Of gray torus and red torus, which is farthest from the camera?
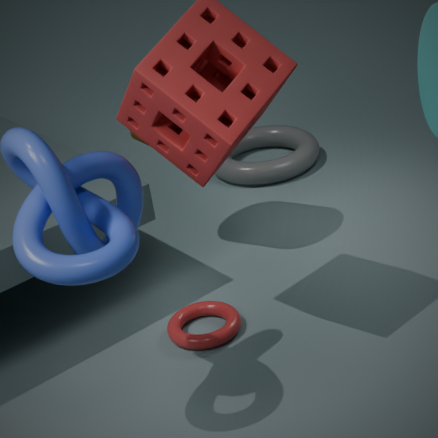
gray torus
